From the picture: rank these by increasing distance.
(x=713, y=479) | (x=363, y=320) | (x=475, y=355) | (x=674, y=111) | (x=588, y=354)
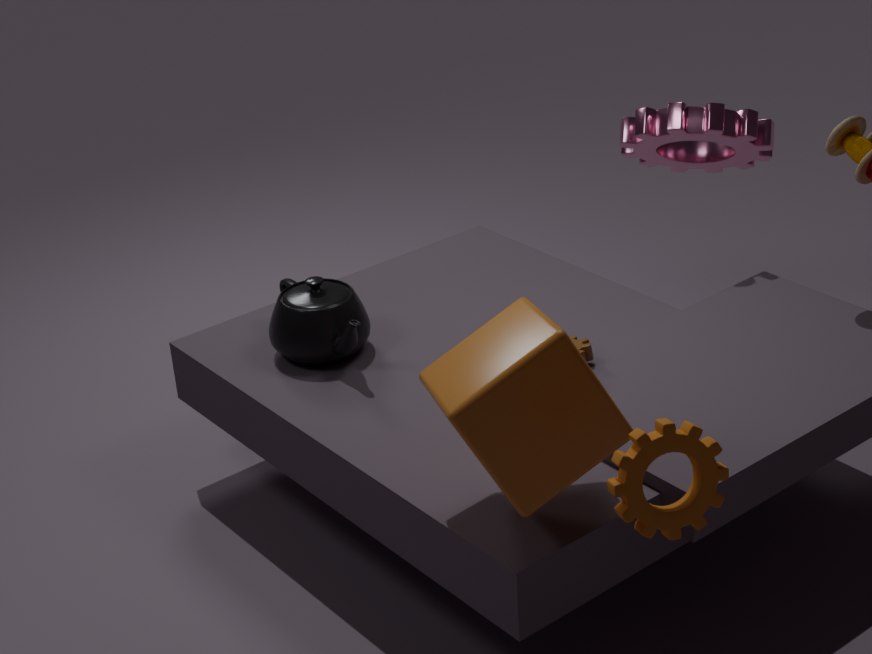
(x=713, y=479) → (x=475, y=355) → (x=588, y=354) → (x=363, y=320) → (x=674, y=111)
